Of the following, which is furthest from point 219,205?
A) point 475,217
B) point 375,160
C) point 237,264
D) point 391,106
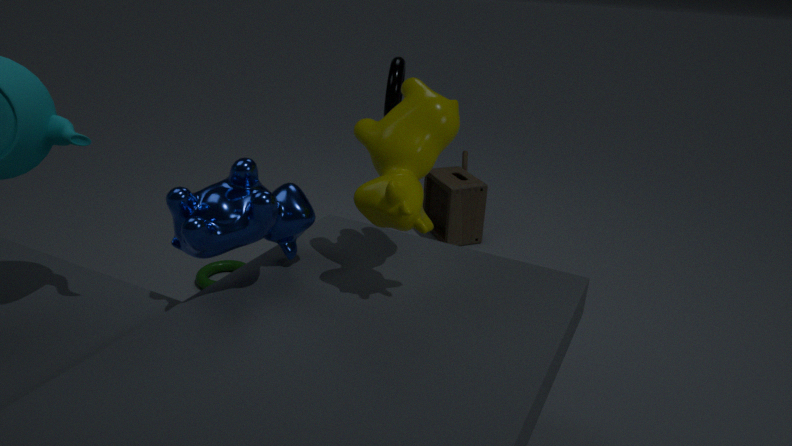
point 475,217
